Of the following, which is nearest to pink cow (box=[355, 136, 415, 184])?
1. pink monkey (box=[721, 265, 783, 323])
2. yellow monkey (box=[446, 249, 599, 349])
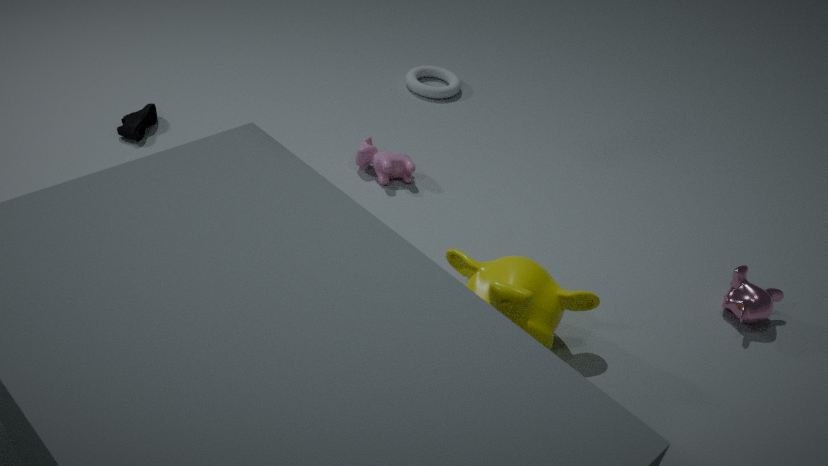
yellow monkey (box=[446, 249, 599, 349])
